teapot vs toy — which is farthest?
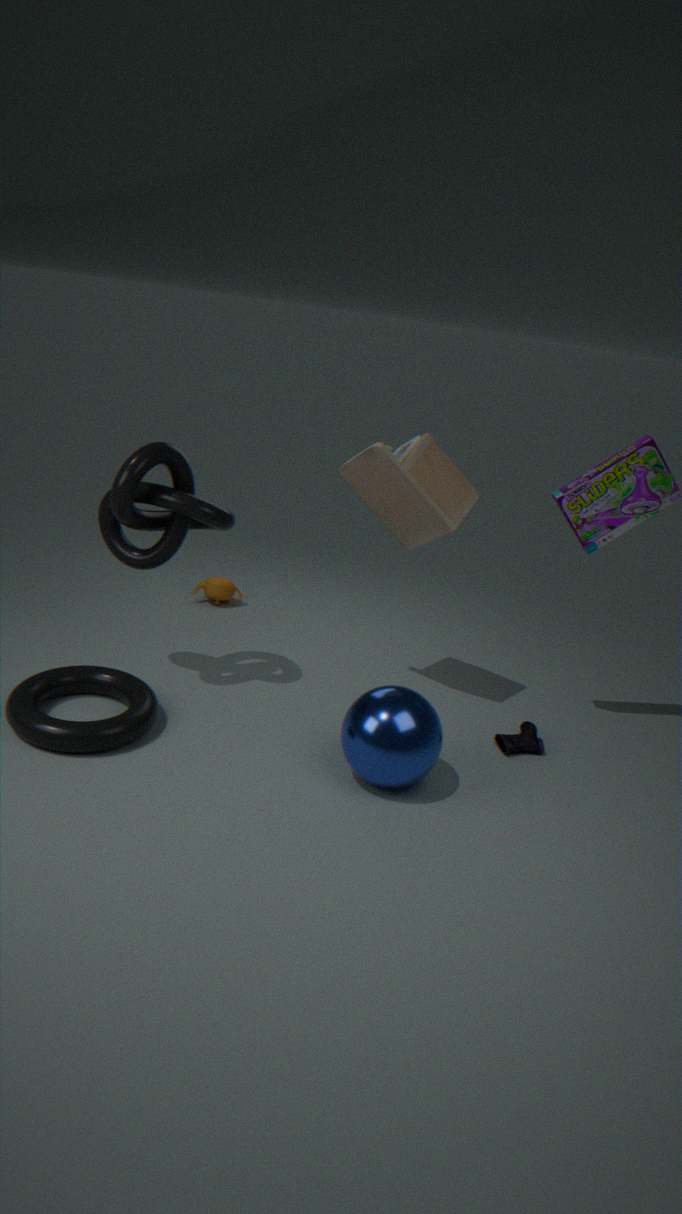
teapot
